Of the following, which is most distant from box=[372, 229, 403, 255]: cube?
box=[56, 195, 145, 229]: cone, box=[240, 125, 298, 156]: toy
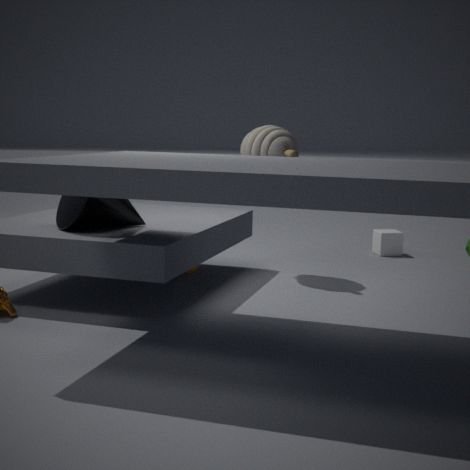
box=[56, 195, 145, 229]: cone
